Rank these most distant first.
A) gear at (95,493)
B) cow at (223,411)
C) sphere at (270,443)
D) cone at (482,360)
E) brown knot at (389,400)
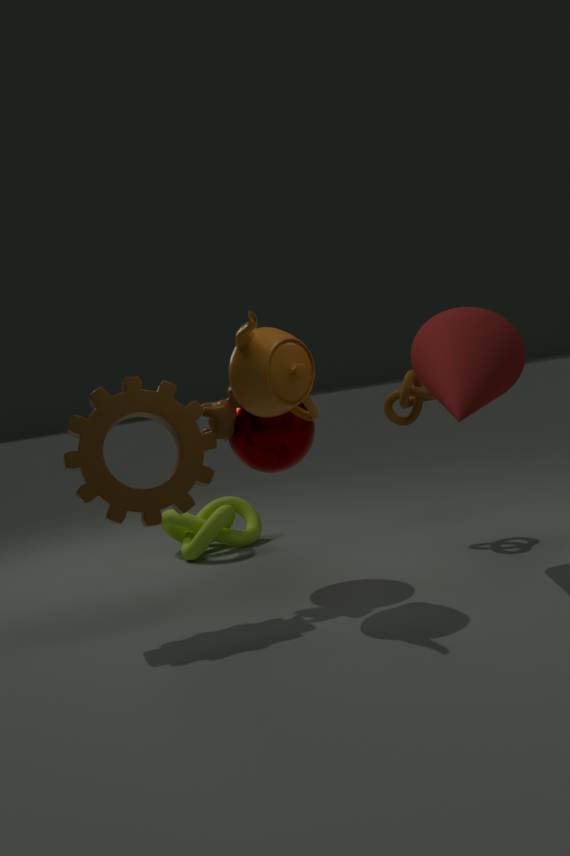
brown knot at (389,400), sphere at (270,443), cow at (223,411), cone at (482,360), gear at (95,493)
